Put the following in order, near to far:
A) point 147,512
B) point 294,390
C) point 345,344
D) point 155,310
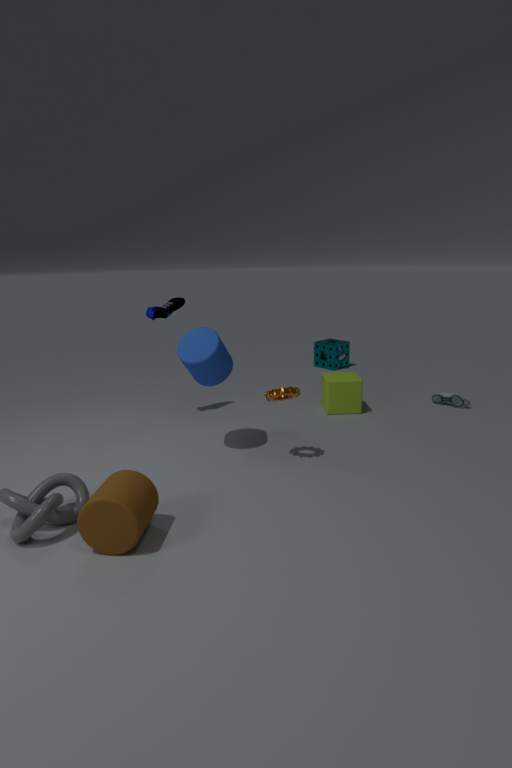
point 147,512
point 294,390
point 155,310
point 345,344
